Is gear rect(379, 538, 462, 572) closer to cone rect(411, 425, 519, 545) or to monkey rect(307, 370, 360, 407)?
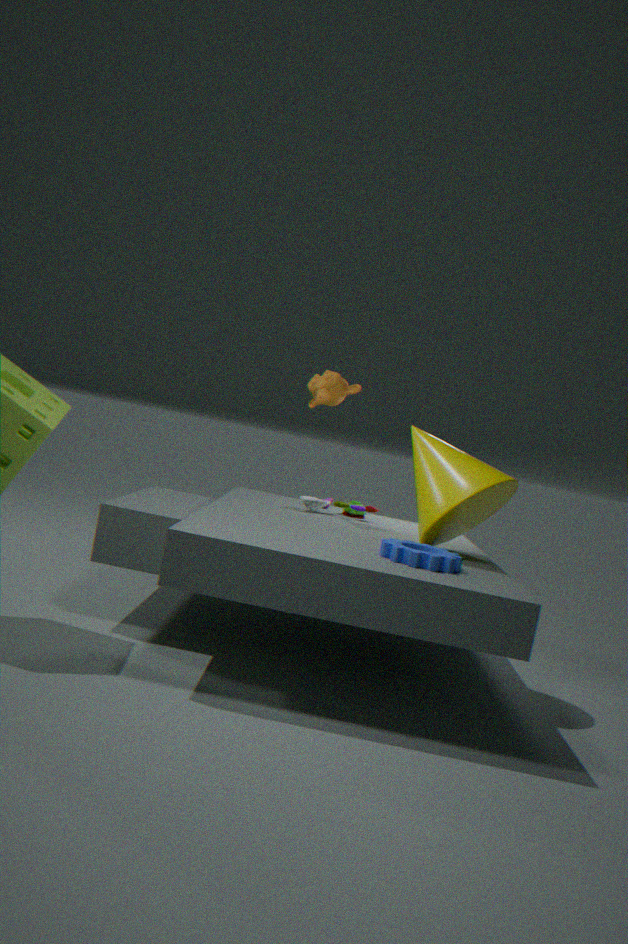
cone rect(411, 425, 519, 545)
